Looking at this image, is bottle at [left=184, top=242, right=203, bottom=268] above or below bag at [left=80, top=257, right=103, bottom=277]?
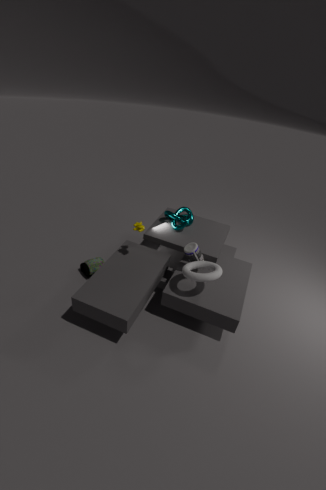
above
